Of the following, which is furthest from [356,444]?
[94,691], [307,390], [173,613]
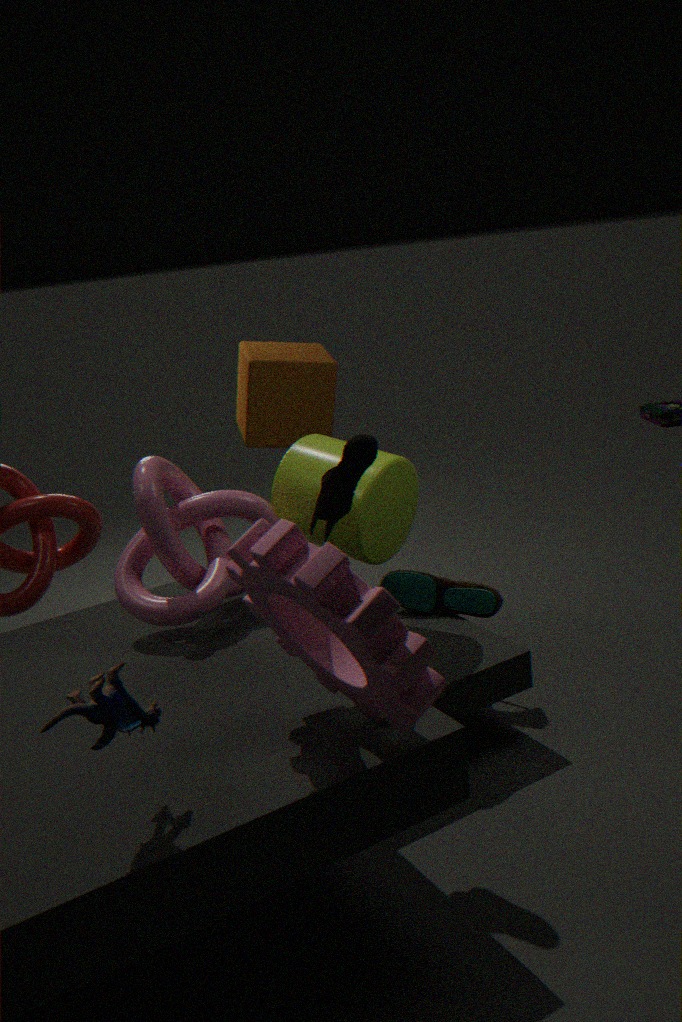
[307,390]
